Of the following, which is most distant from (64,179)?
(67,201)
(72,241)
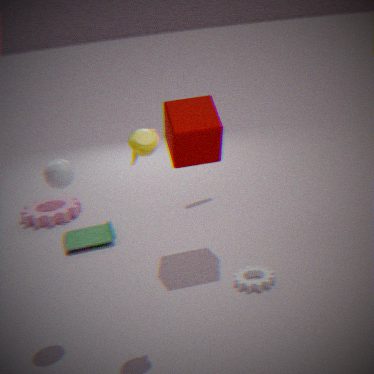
(67,201)
